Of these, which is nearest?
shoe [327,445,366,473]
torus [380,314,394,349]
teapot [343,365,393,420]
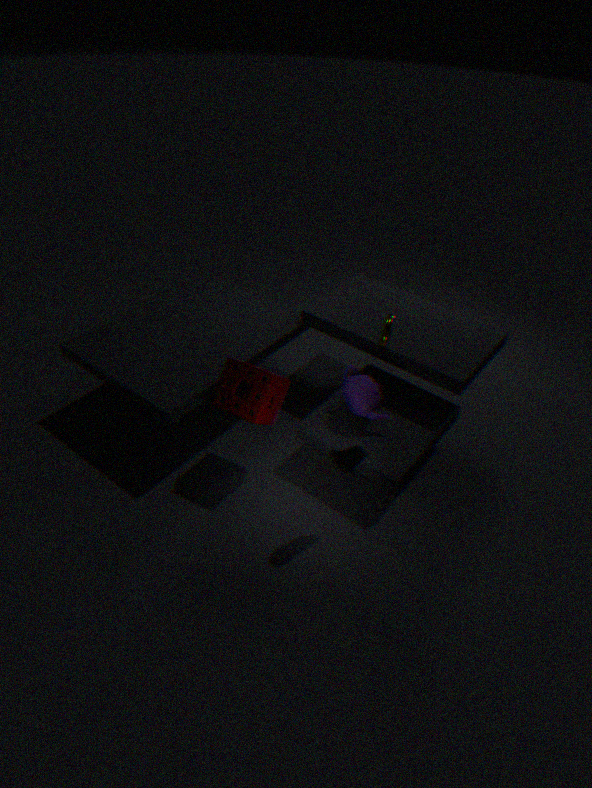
shoe [327,445,366,473]
